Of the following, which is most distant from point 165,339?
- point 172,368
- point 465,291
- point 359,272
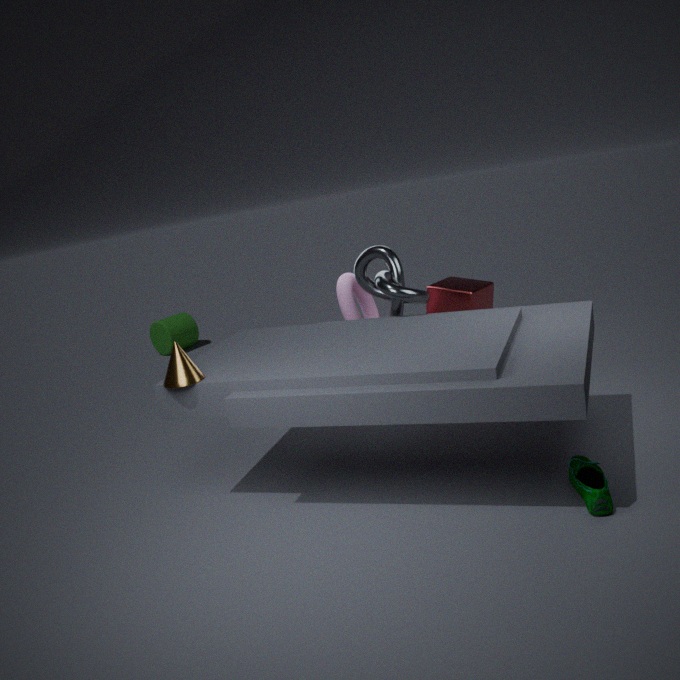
point 172,368
